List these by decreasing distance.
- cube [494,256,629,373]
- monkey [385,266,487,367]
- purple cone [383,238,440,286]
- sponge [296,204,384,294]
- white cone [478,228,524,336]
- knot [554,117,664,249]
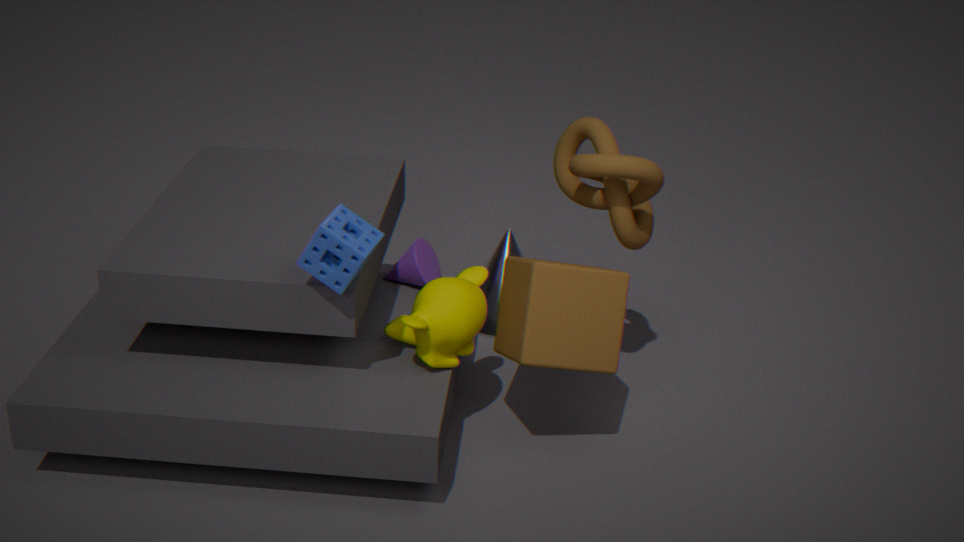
white cone [478,228,524,336] → purple cone [383,238,440,286] → knot [554,117,664,249] → monkey [385,266,487,367] → cube [494,256,629,373] → sponge [296,204,384,294]
